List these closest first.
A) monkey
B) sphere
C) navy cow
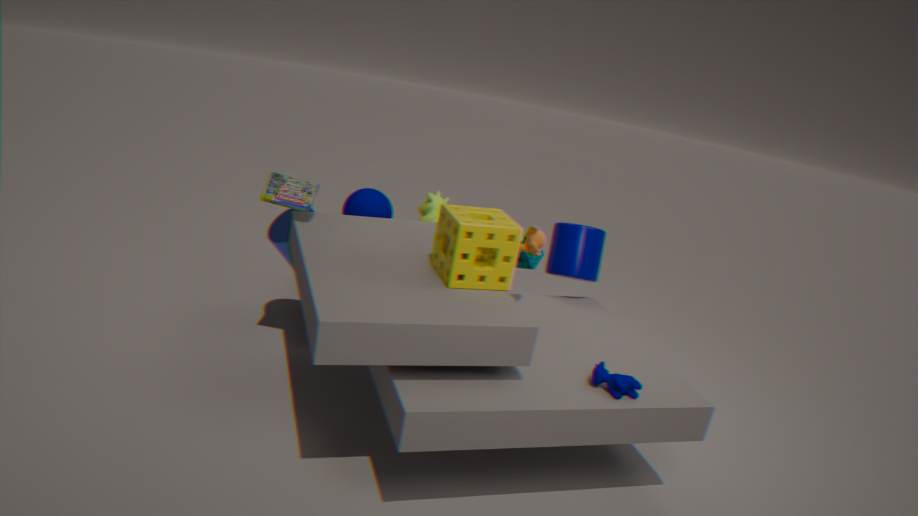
navy cow
monkey
sphere
